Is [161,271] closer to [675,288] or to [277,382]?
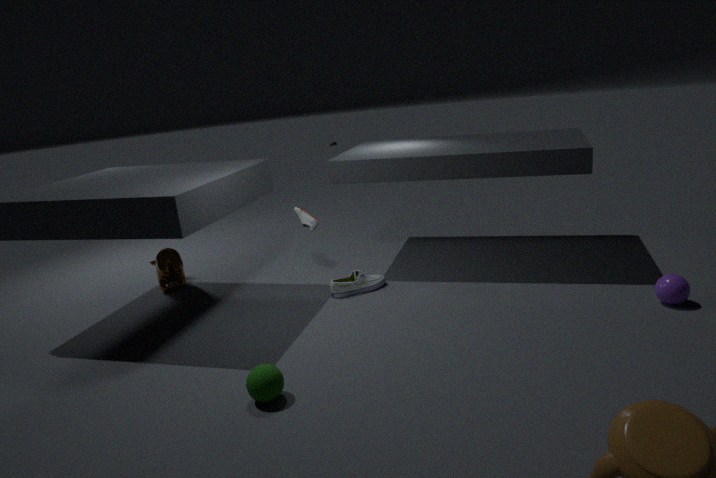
[277,382]
